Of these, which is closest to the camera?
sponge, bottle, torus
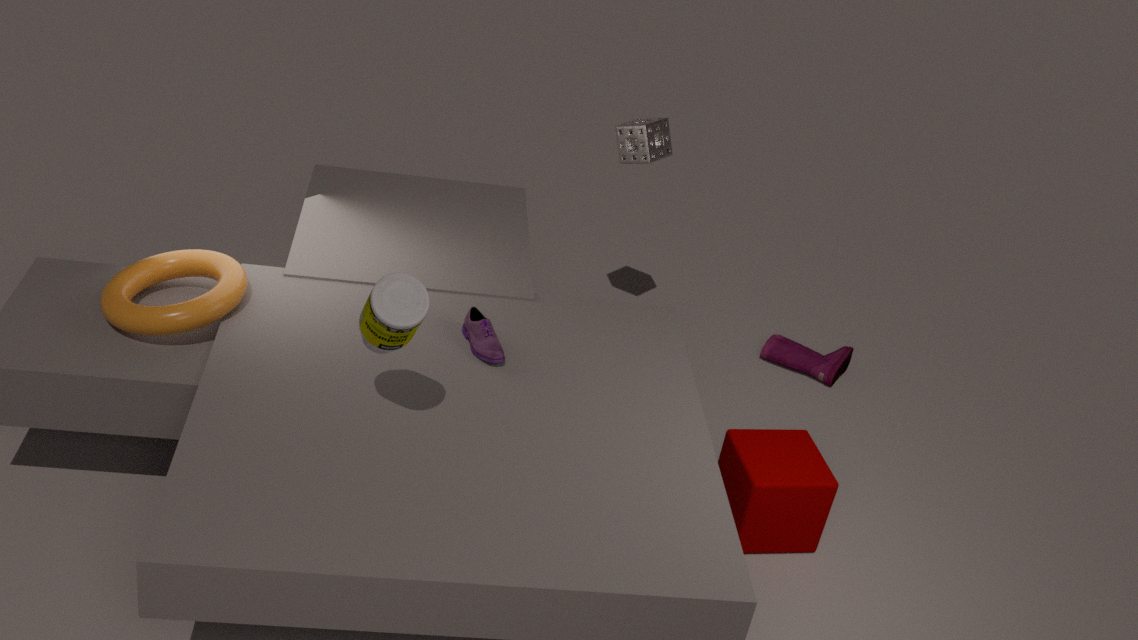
bottle
